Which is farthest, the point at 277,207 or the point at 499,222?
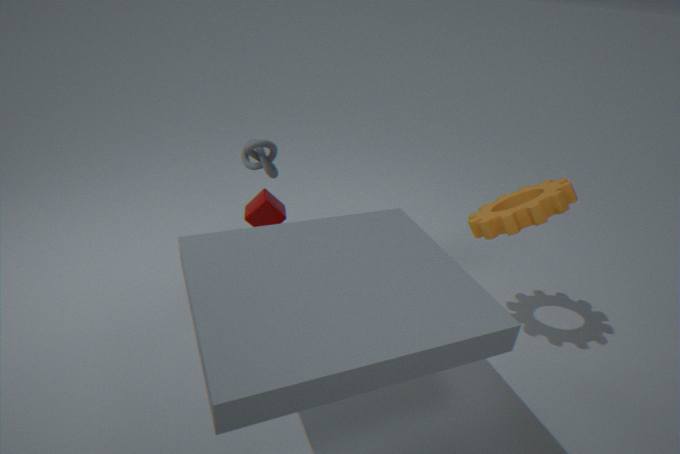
the point at 277,207
